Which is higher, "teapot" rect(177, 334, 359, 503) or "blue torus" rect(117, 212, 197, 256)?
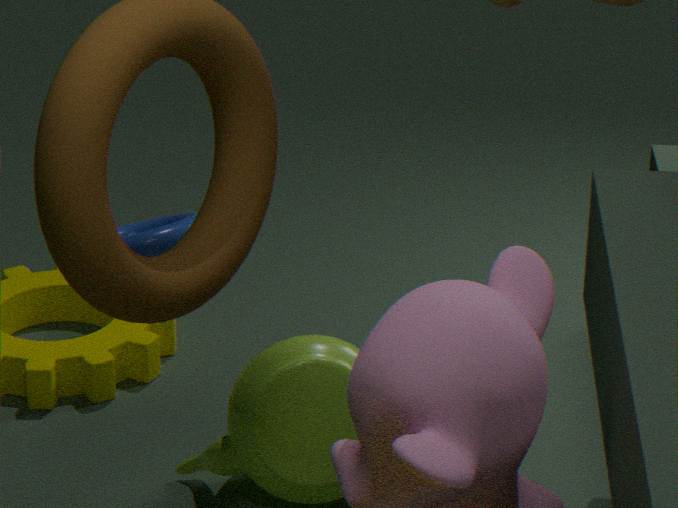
"blue torus" rect(117, 212, 197, 256)
